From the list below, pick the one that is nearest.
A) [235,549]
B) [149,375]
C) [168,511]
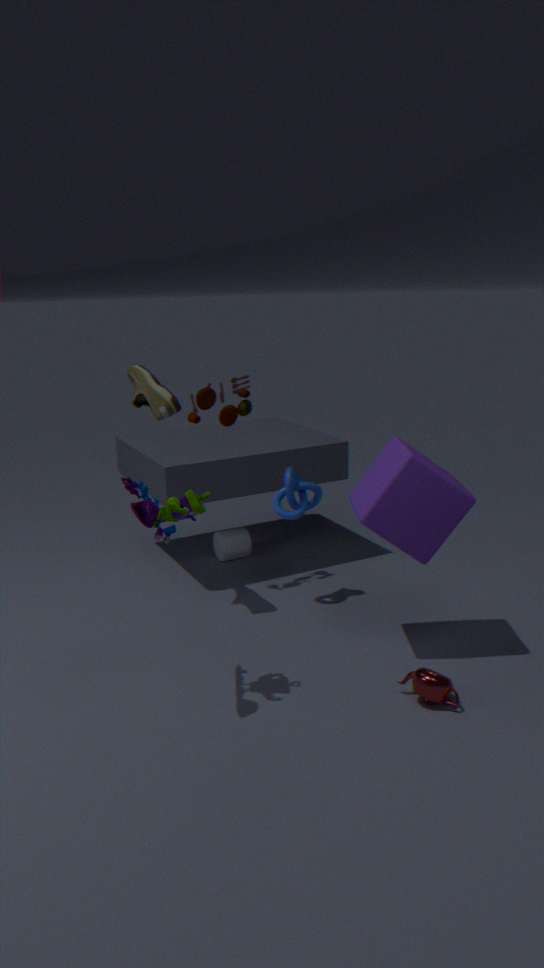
[168,511]
